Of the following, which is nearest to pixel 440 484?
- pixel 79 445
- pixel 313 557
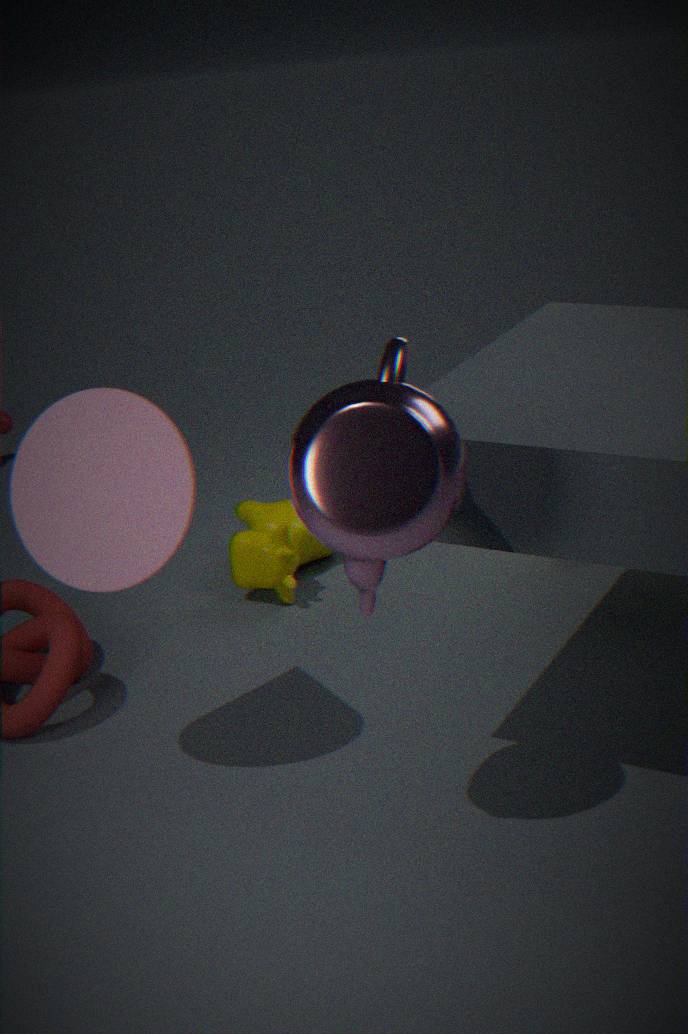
pixel 79 445
